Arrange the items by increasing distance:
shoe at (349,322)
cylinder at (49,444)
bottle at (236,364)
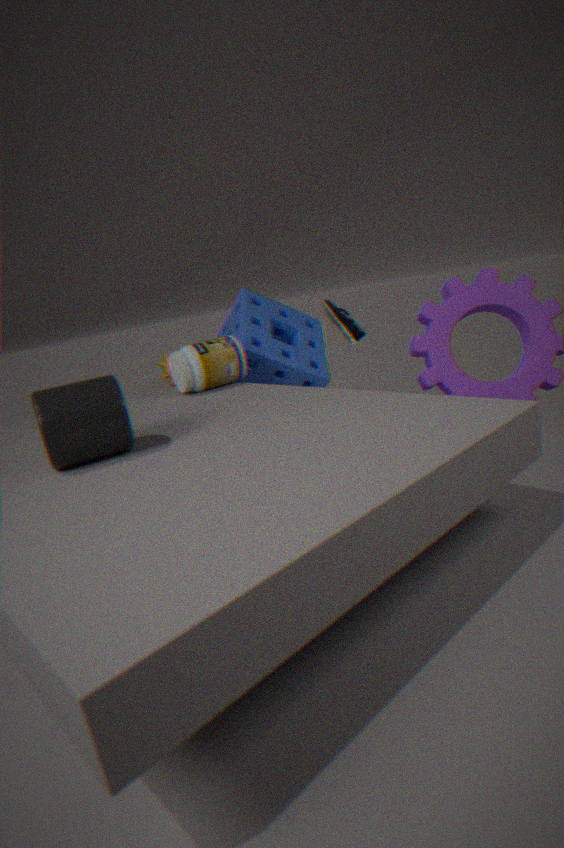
cylinder at (49,444) → bottle at (236,364) → shoe at (349,322)
